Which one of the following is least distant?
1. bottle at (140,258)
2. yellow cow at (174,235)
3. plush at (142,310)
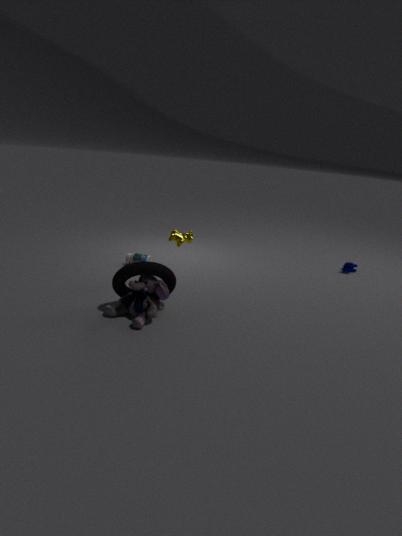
plush at (142,310)
